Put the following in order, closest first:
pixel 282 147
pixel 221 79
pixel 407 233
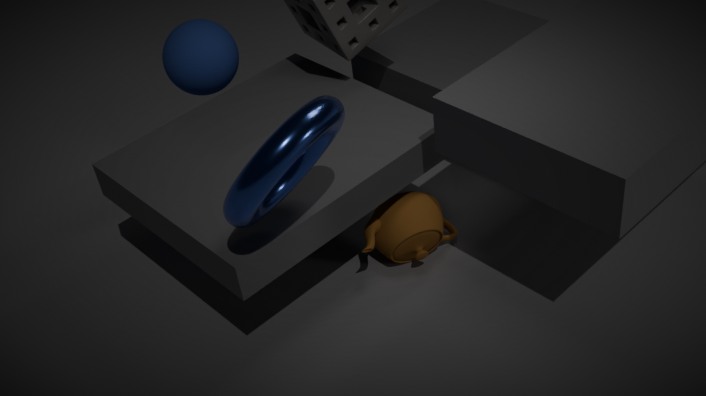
pixel 282 147, pixel 407 233, pixel 221 79
